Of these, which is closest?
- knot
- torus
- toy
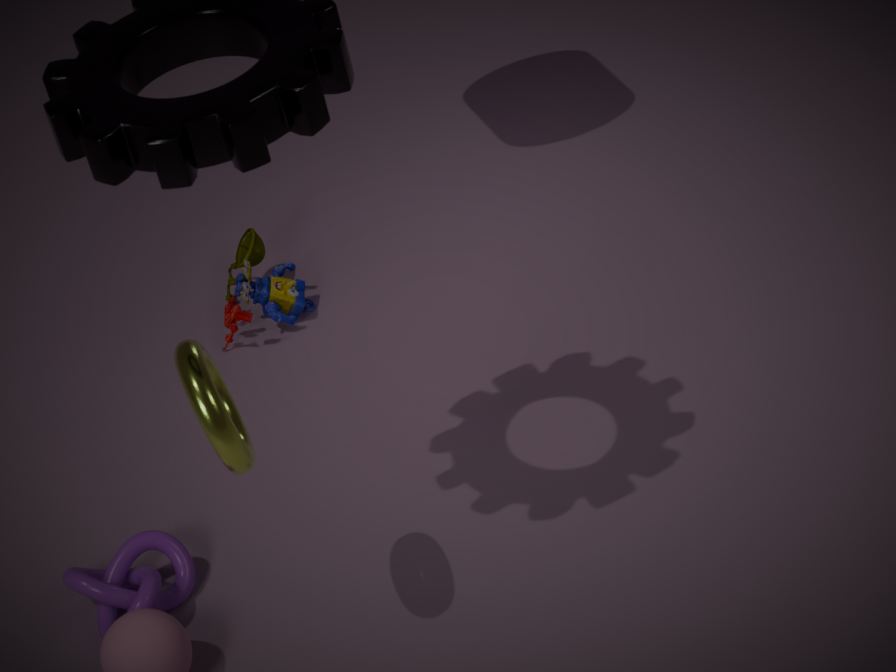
torus
